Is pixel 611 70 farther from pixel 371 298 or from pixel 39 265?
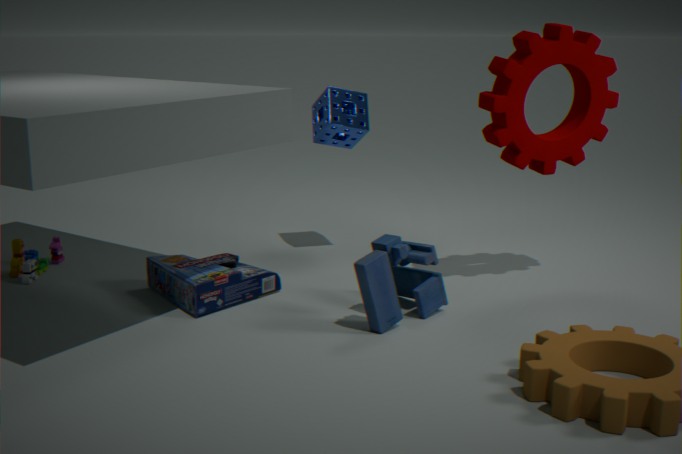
pixel 39 265
